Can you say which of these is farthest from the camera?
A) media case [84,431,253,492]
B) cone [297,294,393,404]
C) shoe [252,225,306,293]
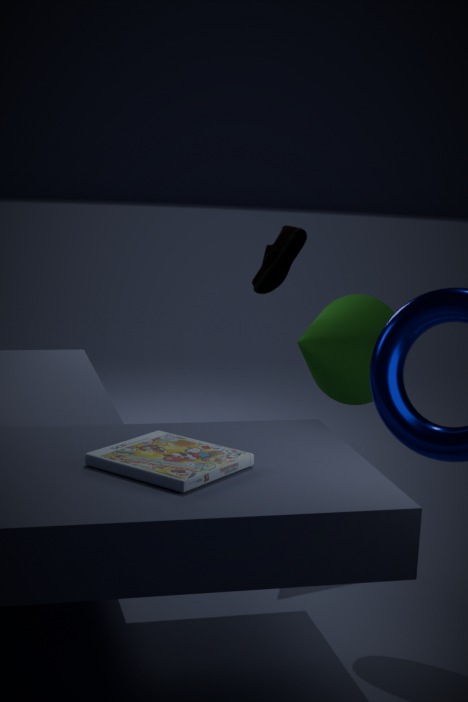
shoe [252,225,306,293]
